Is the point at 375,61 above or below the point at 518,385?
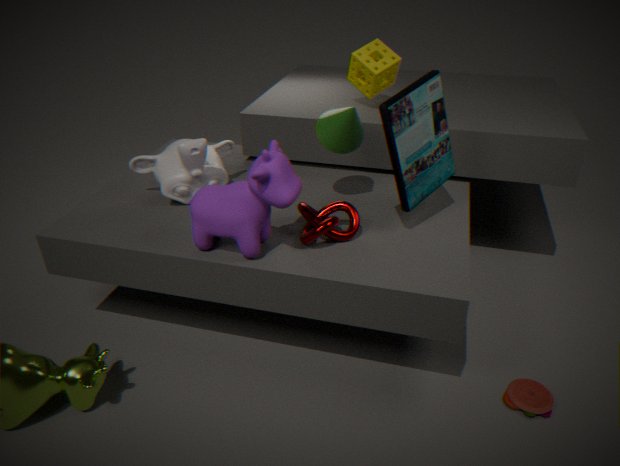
above
